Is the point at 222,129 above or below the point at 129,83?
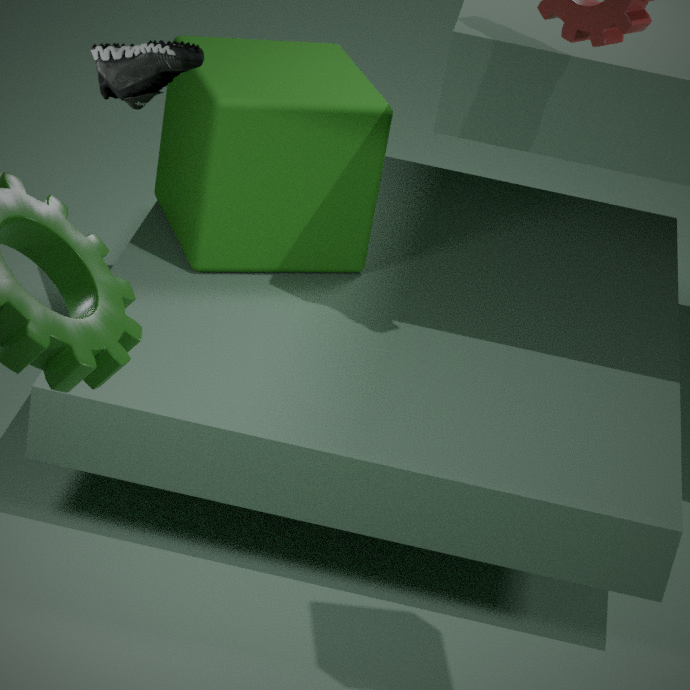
below
